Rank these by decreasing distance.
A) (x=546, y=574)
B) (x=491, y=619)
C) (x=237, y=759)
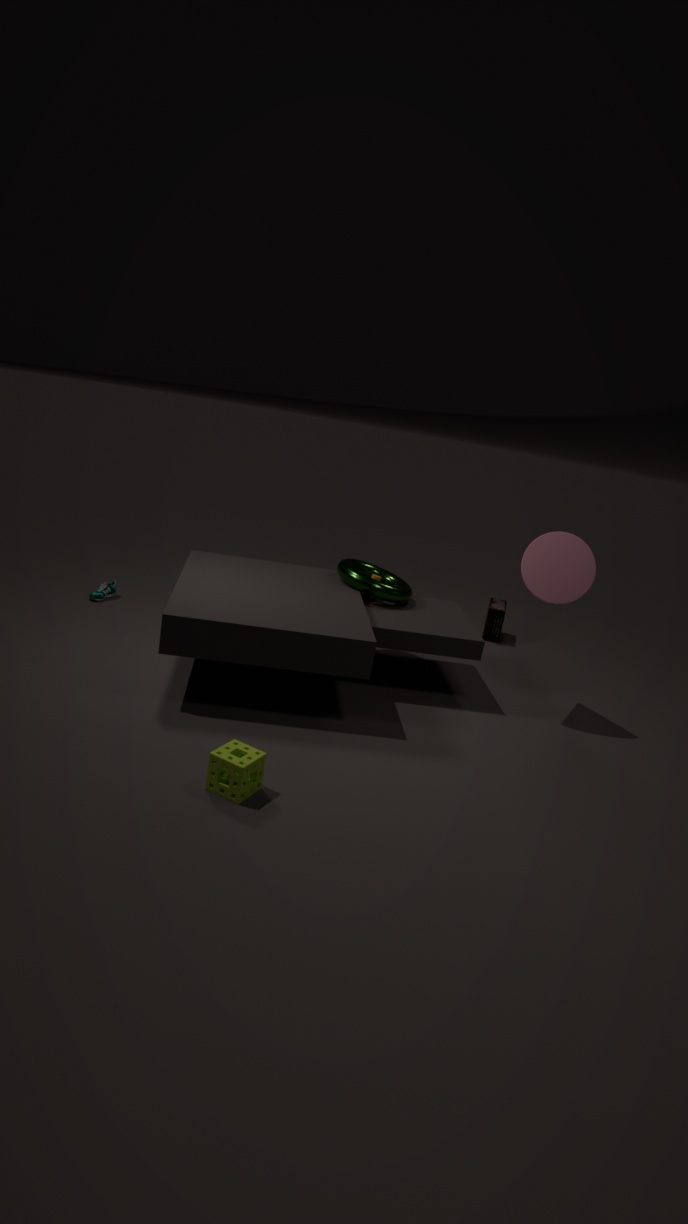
(x=491, y=619), (x=546, y=574), (x=237, y=759)
